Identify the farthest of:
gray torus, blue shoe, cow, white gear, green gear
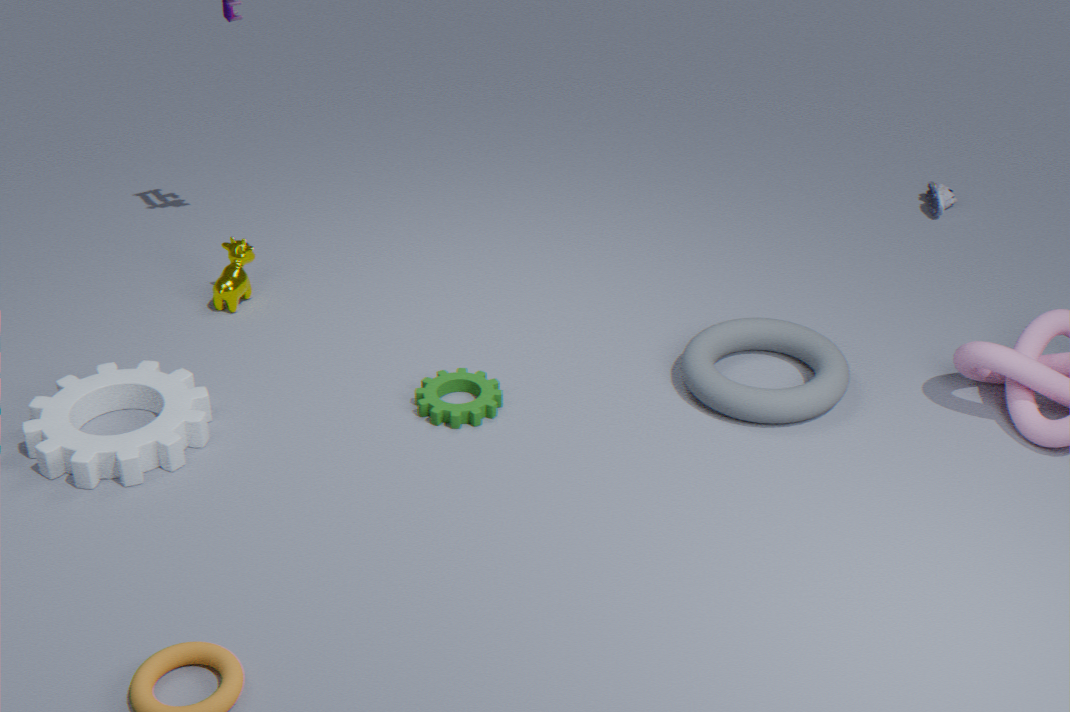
blue shoe
